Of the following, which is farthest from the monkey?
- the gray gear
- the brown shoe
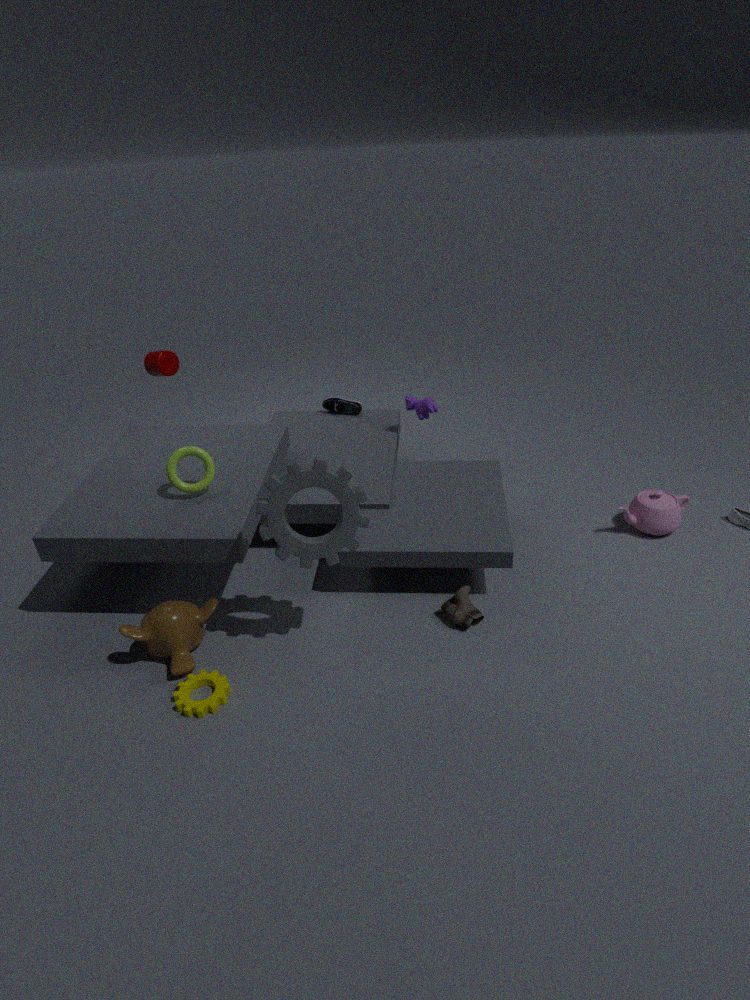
the brown shoe
